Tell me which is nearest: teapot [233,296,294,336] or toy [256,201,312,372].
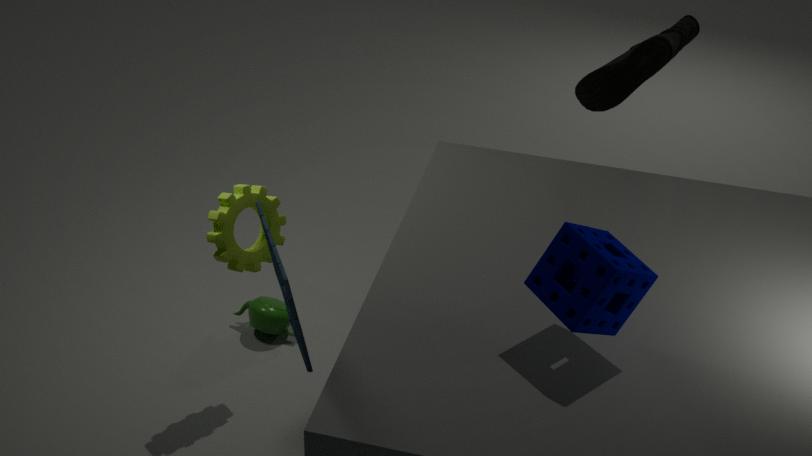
toy [256,201,312,372]
